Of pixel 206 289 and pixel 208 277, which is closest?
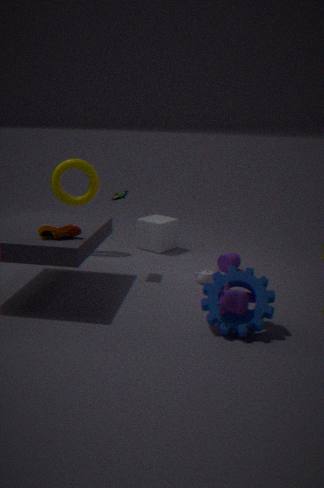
pixel 206 289
